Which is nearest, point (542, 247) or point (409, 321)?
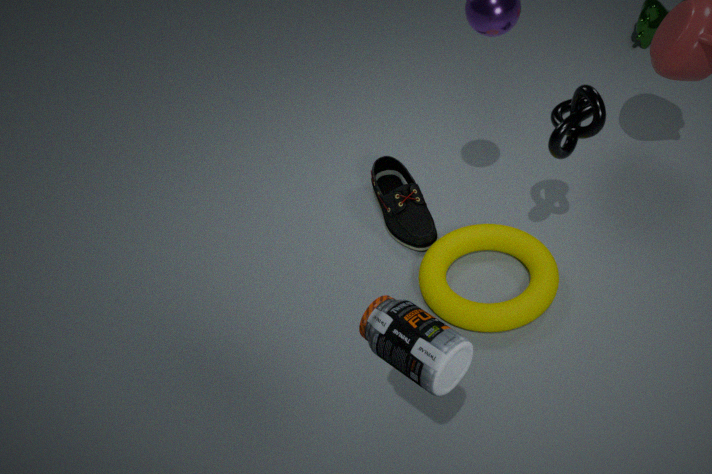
point (409, 321)
